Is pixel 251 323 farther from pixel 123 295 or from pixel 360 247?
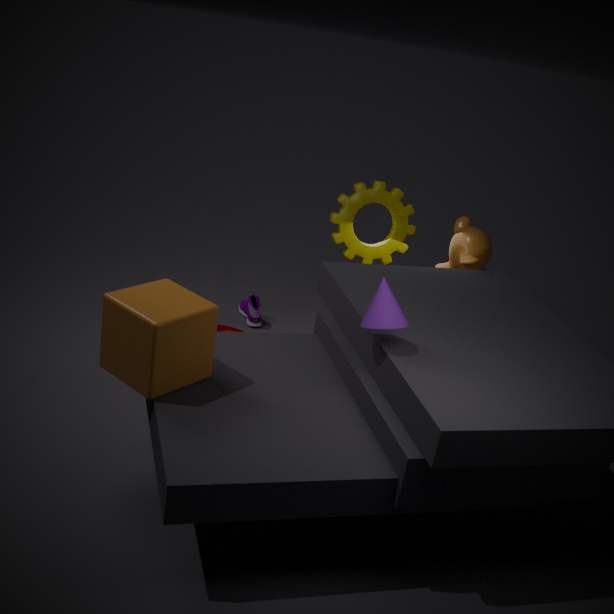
pixel 123 295
